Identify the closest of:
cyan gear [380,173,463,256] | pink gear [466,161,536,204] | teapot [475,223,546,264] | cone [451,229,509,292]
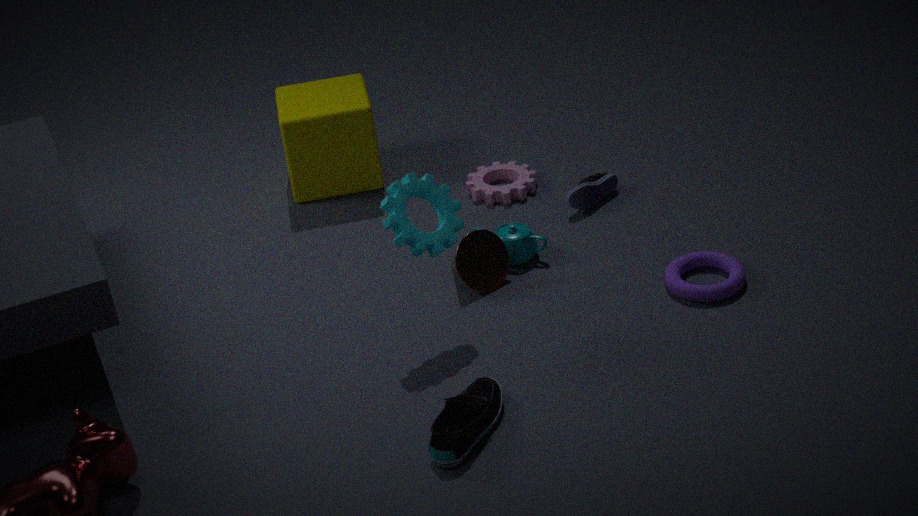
cyan gear [380,173,463,256]
